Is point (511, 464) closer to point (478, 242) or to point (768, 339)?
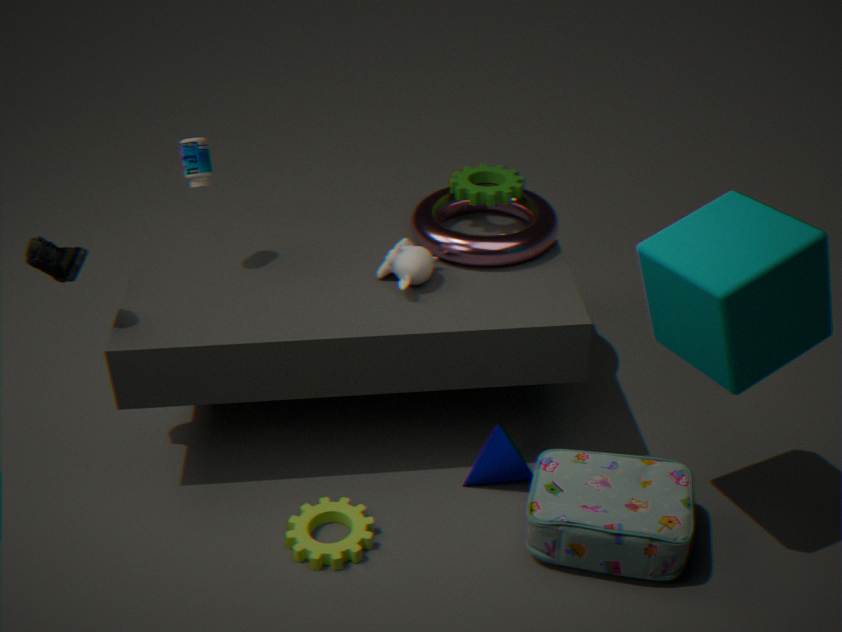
point (478, 242)
